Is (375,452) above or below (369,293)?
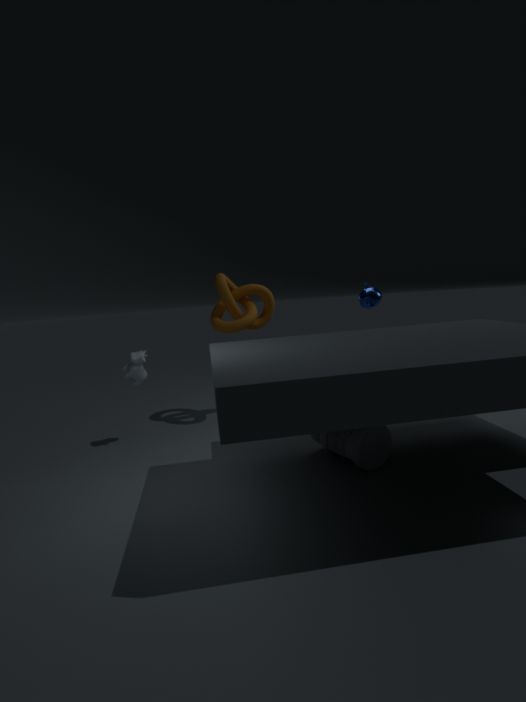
below
